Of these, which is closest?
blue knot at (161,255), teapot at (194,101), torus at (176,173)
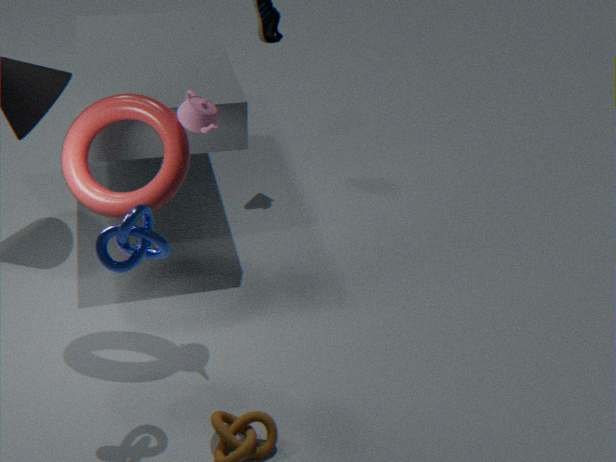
blue knot at (161,255)
